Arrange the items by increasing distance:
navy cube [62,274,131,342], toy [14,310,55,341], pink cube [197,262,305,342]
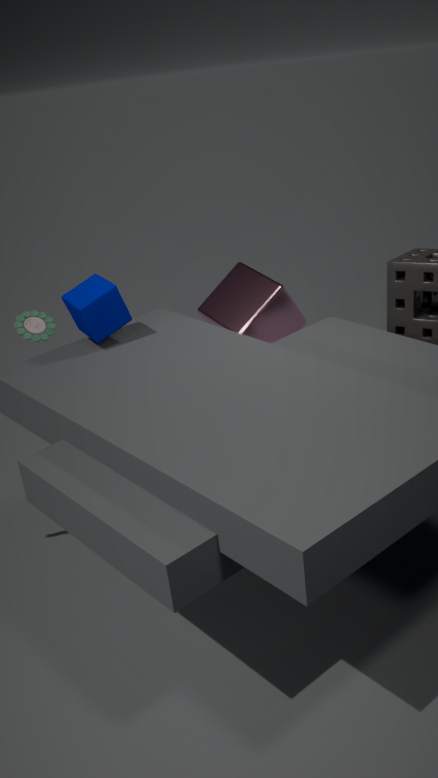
1. navy cube [62,274,131,342]
2. pink cube [197,262,305,342]
3. toy [14,310,55,341]
